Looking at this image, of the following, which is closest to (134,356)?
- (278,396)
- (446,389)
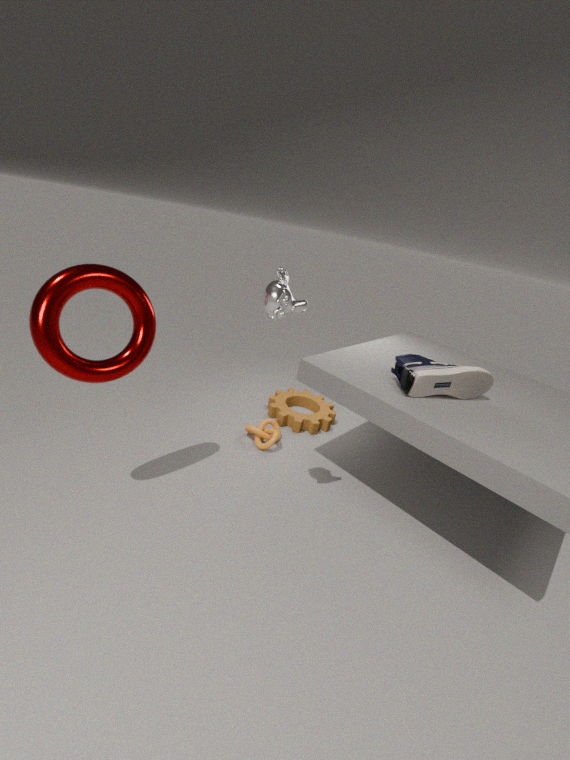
(278,396)
